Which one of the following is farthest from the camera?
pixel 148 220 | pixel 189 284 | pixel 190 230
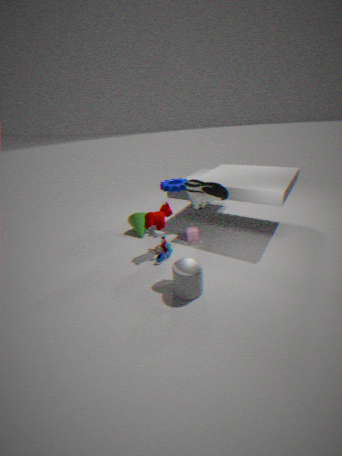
pixel 190 230
